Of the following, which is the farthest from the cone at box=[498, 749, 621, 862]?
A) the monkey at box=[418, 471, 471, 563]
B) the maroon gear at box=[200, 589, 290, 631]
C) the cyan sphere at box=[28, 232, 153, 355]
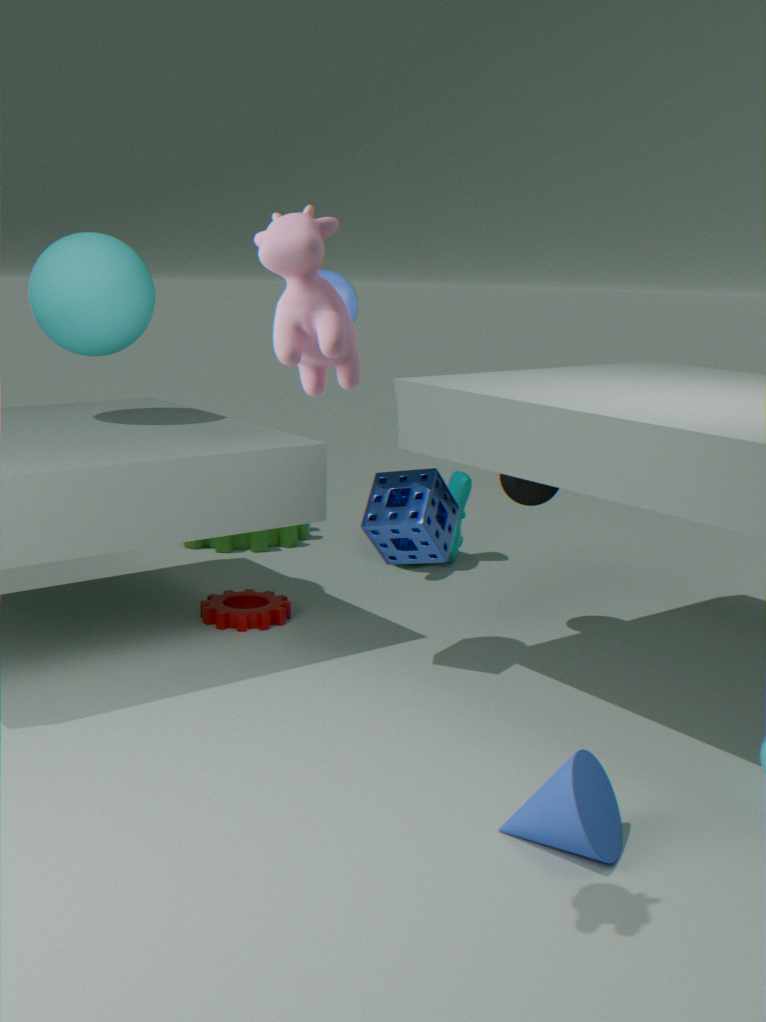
the cyan sphere at box=[28, 232, 153, 355]
